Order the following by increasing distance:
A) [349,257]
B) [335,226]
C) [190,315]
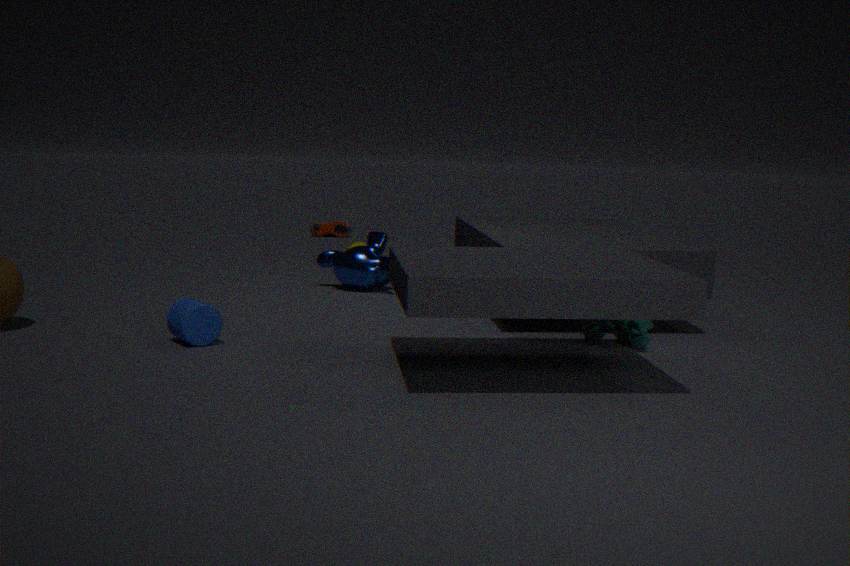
[190,315] → [349,257] → [335,226]
